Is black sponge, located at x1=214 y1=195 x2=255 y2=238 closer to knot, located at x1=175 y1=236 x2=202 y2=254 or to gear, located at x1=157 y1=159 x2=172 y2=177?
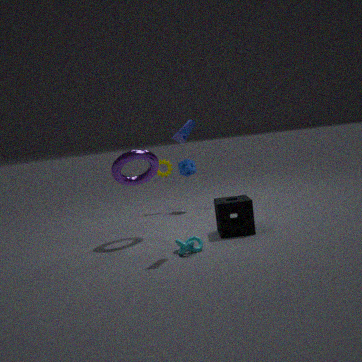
knot, located at x1=175 y1=236 x2=202 y2=254
